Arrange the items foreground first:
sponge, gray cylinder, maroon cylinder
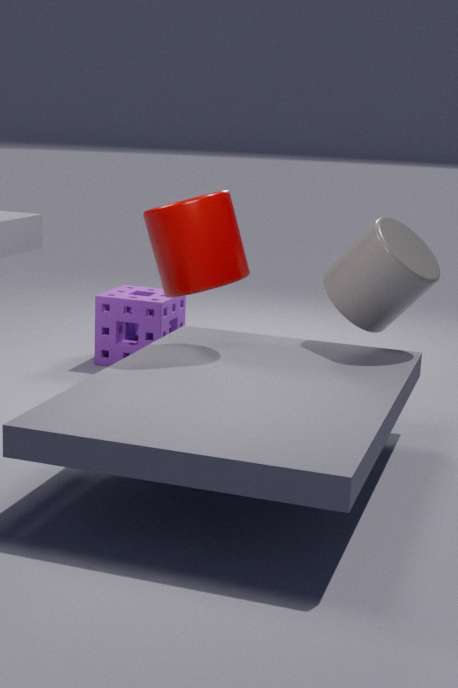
maroon cylinder, gray cylinder, sponge
